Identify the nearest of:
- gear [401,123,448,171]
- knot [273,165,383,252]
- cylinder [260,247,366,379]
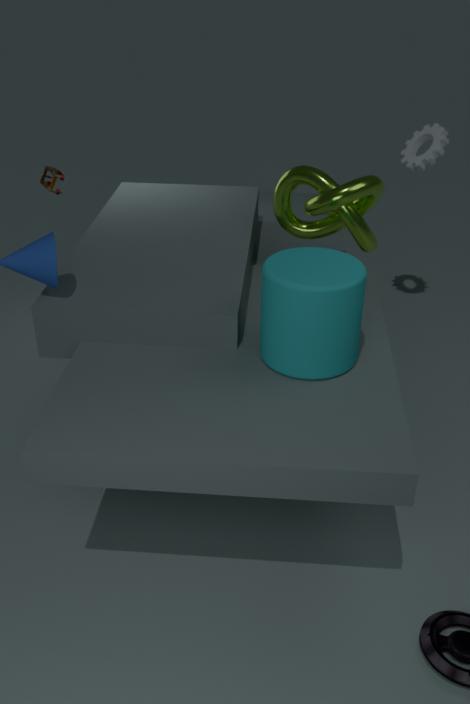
cylinder [260,247,366,379]
